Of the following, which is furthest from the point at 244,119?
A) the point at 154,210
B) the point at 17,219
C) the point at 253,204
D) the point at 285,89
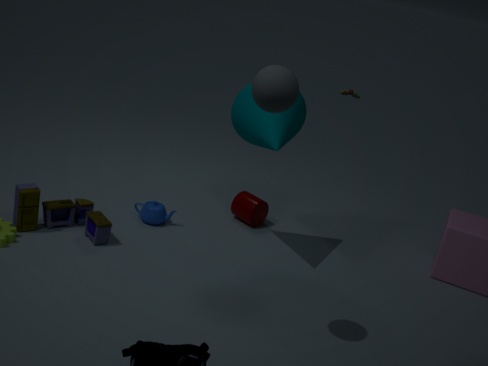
the point at 17,219
